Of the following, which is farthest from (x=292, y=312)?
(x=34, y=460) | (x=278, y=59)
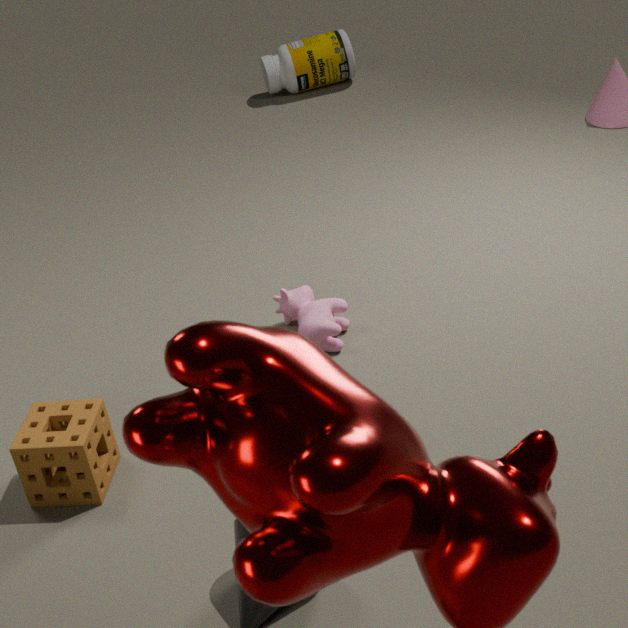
(x=278, y=59)
